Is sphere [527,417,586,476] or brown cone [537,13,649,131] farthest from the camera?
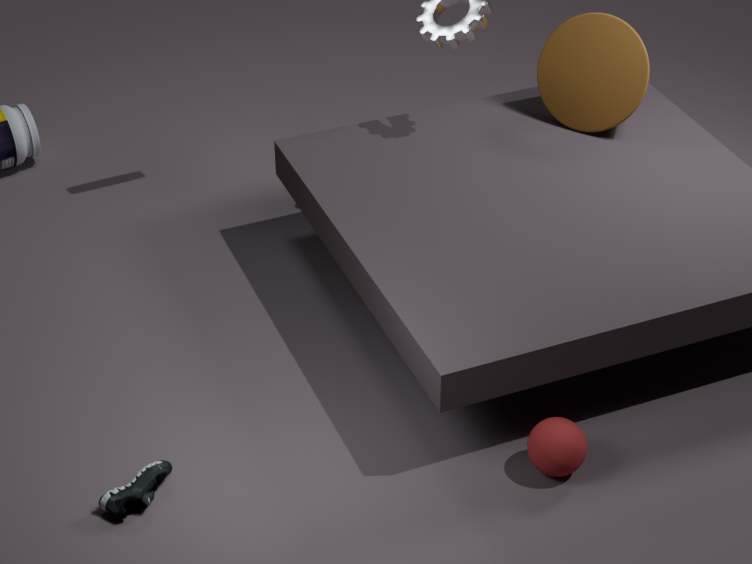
brown cone [537,13,649,131]
